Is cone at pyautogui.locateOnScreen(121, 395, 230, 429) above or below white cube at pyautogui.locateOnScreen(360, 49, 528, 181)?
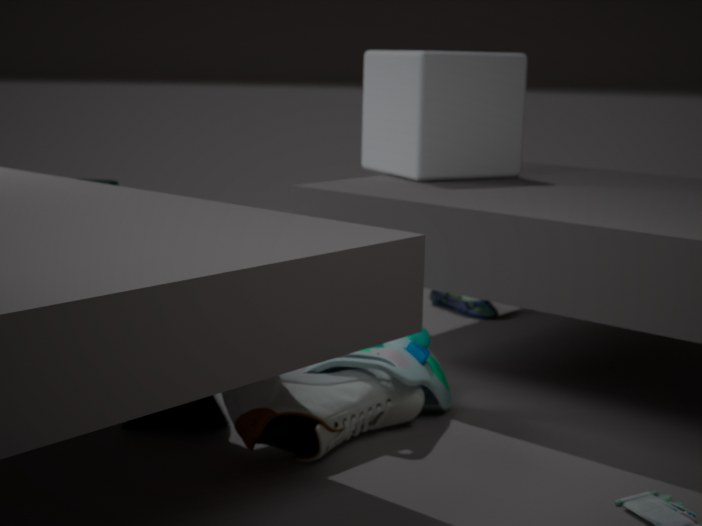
below
